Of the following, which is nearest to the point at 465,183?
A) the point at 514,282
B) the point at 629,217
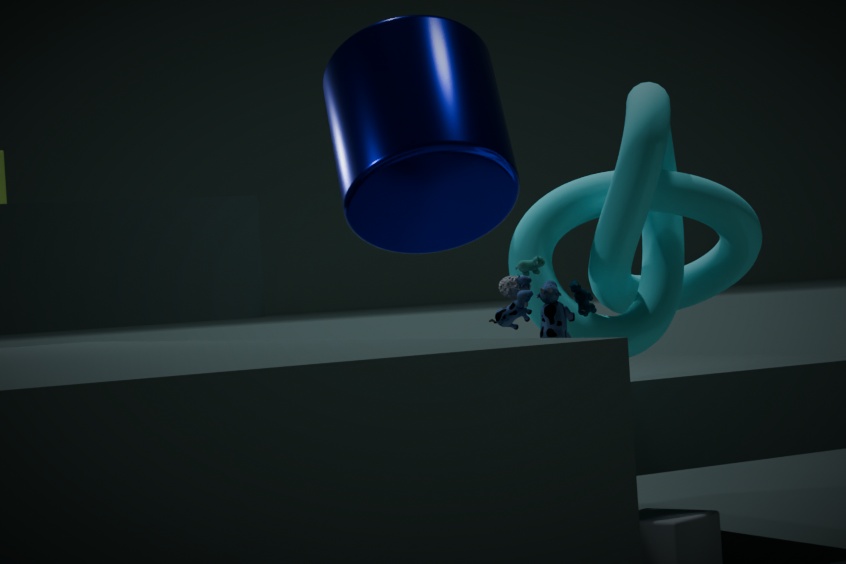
the point at 629,217
